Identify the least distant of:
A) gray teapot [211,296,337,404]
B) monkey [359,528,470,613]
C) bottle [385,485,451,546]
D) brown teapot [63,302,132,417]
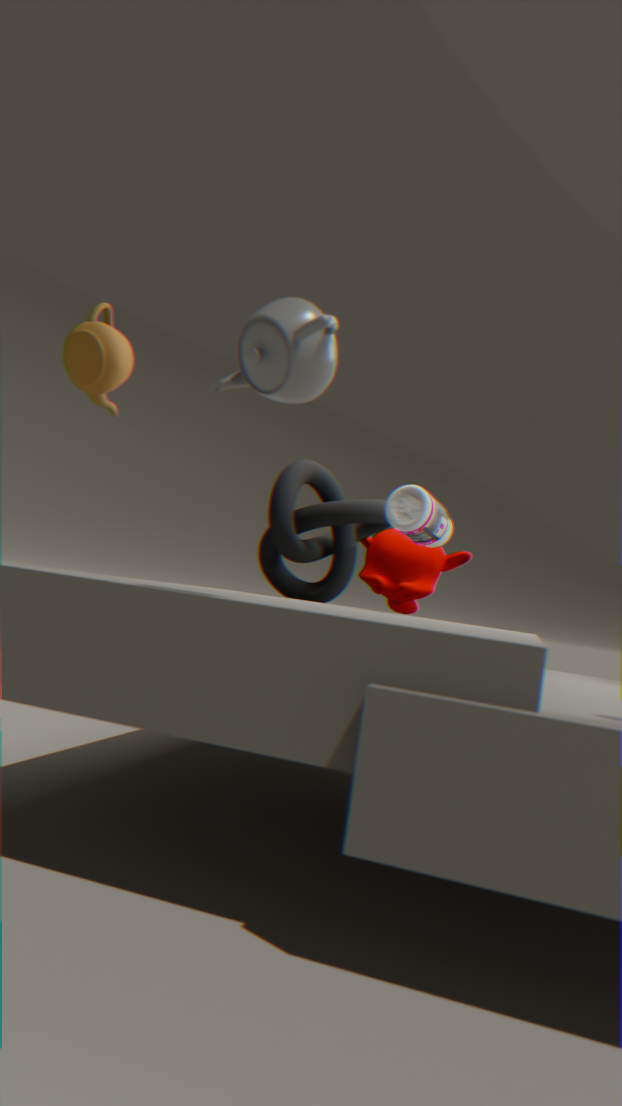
gray teapot [211,296,337,404]
